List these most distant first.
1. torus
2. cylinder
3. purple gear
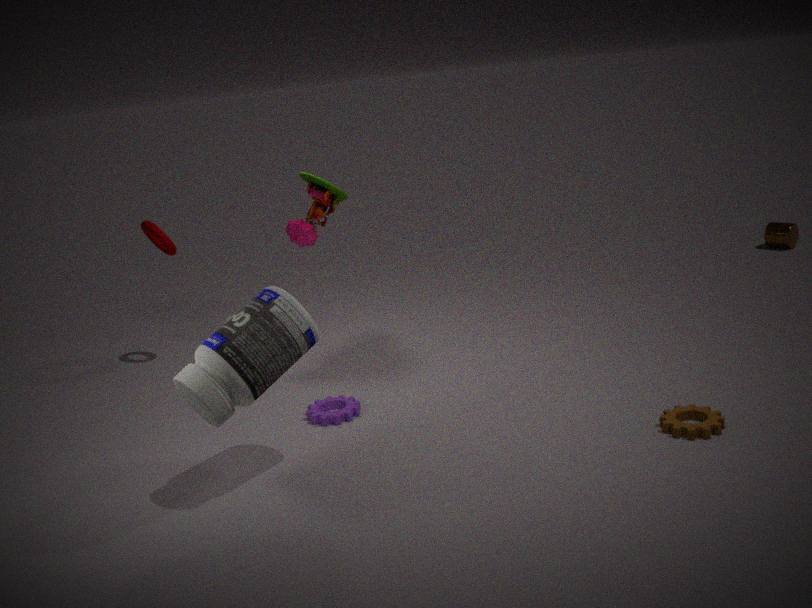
cylinder → torus → purple gear
